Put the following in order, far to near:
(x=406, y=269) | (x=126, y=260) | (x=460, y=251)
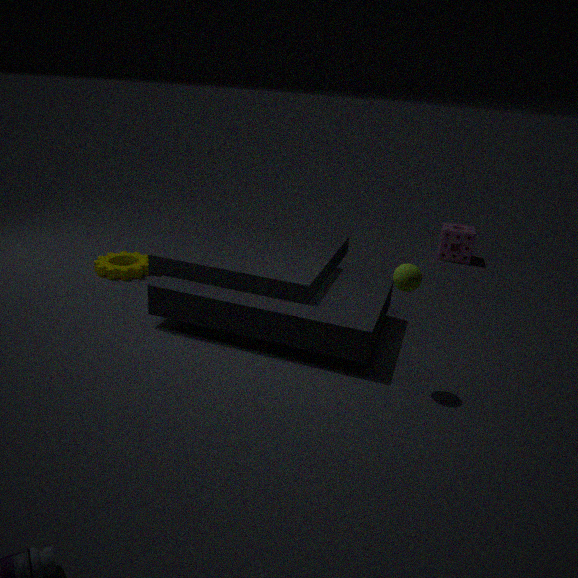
(x=460, y=251) → (x=126, y=260) → (x=406, y=269)
